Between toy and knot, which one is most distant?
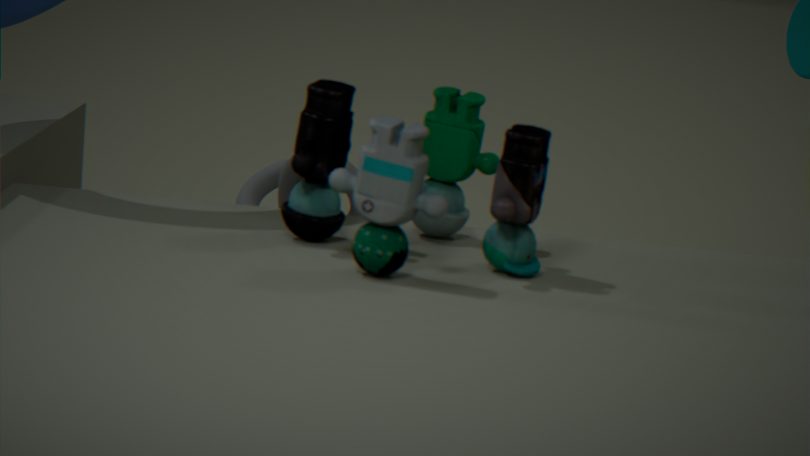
knot
